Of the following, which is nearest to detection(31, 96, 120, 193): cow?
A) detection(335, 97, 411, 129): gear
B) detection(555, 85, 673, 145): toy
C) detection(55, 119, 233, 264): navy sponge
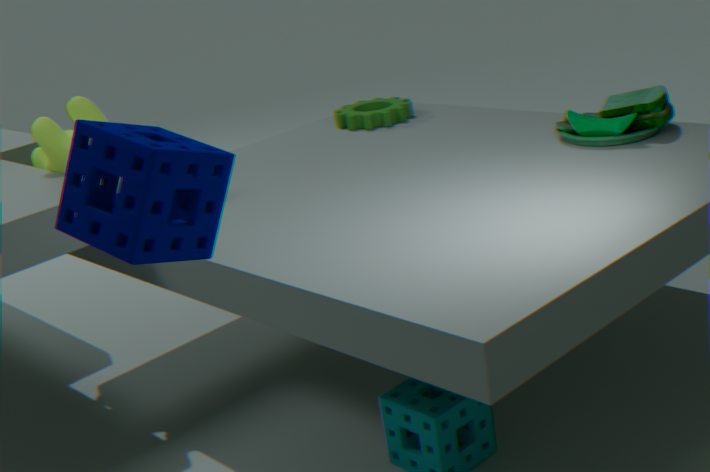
detection(335, 97, 411, 129): gear
